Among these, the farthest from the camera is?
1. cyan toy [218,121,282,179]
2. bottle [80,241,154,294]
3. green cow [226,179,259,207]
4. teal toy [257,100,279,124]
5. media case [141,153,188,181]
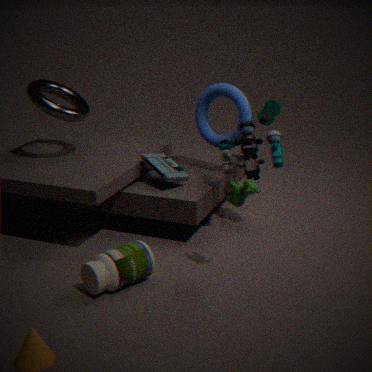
teal toy [257,100,279,124]
